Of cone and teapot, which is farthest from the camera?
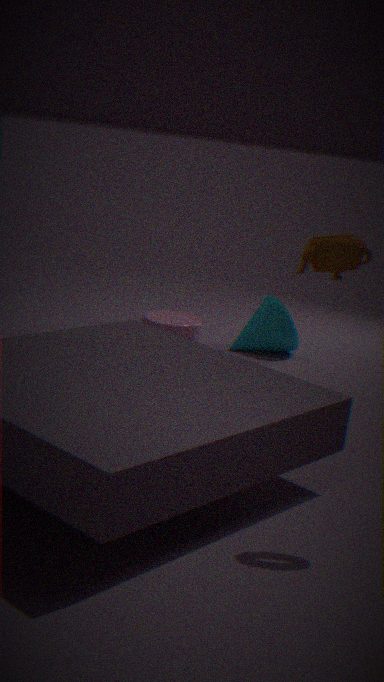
cone
